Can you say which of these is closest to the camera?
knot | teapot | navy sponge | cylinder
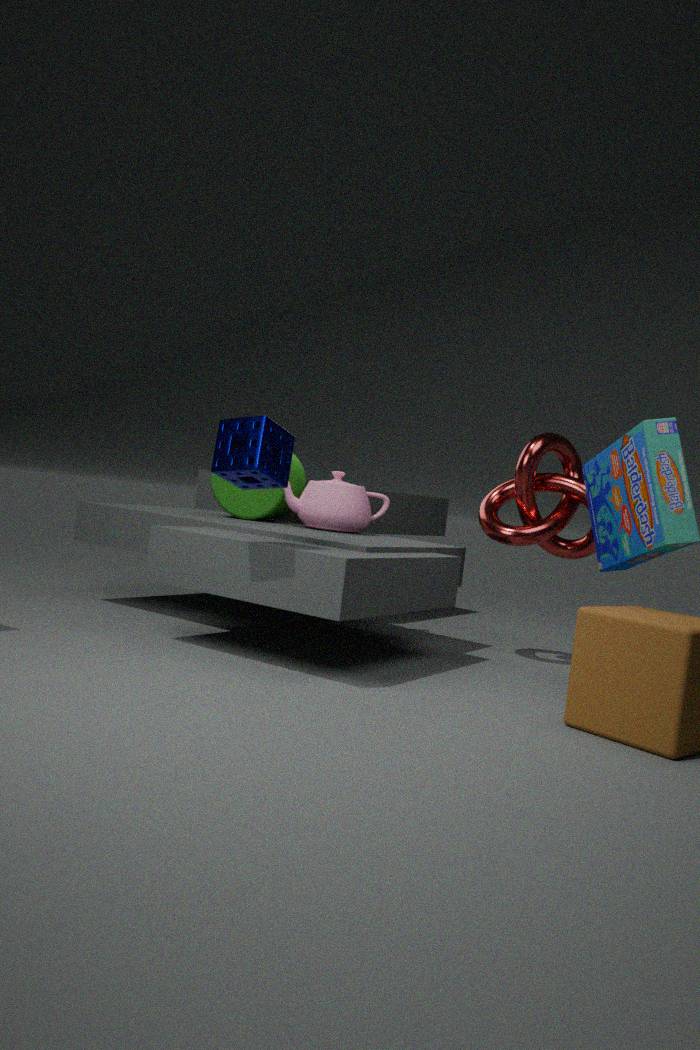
navy sponge
